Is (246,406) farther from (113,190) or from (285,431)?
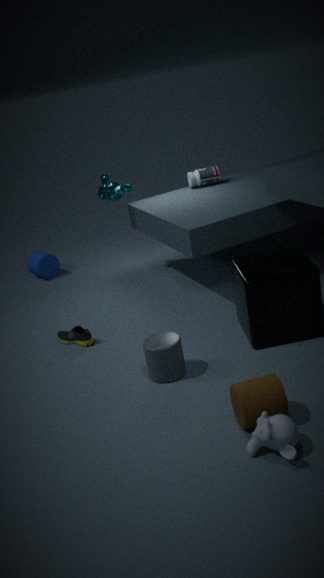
(113,190)
